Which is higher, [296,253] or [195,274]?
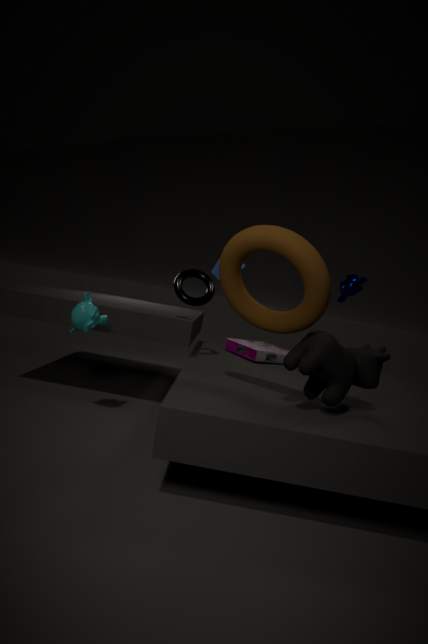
[296,253]
